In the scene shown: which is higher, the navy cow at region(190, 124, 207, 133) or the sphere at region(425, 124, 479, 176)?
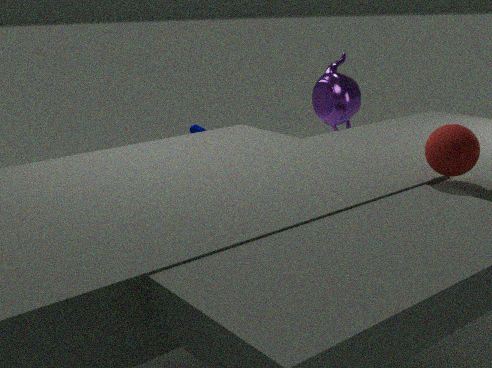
the sphere at region(425, 124, 479, 176)
